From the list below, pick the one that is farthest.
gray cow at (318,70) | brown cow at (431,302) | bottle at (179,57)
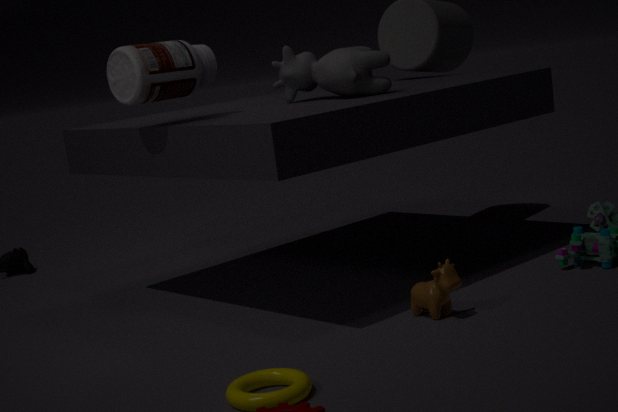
gray cow at (318,70)
